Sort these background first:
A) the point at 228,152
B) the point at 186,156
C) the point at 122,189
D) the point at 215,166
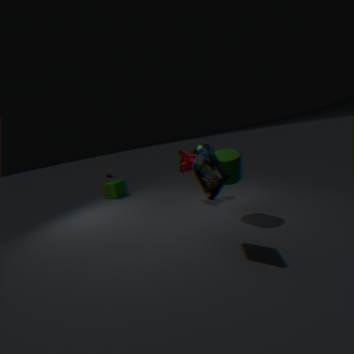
1. the point at 122,189
2. the point at 186,156
3. the point at 228,152
4. the point at 215,166
